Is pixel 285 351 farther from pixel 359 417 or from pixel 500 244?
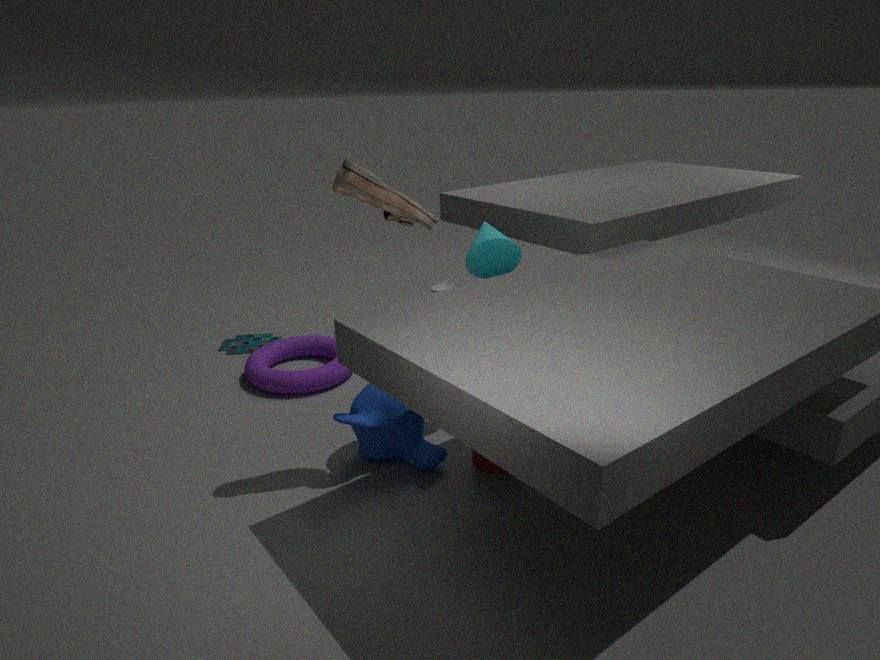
pixel 500 244
